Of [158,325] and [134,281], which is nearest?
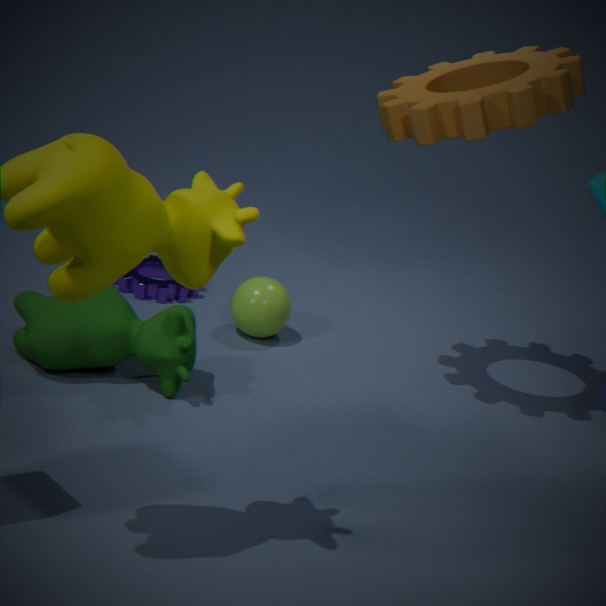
[158,325]
